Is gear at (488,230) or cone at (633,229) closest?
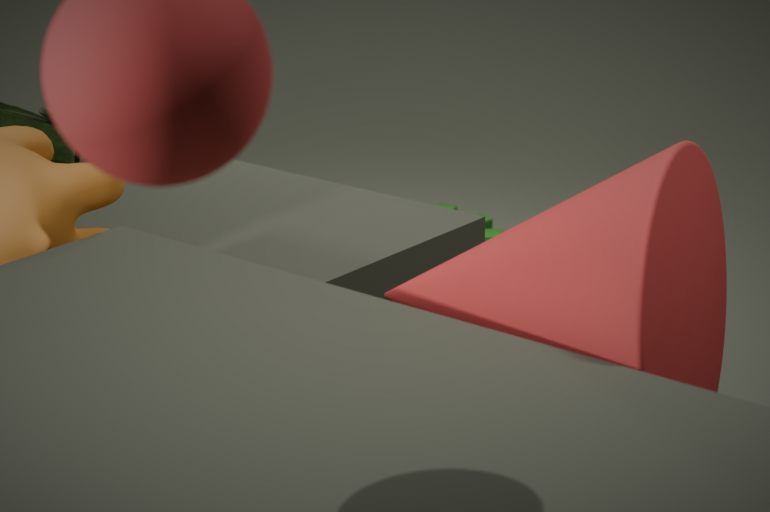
cone at (633,229)
